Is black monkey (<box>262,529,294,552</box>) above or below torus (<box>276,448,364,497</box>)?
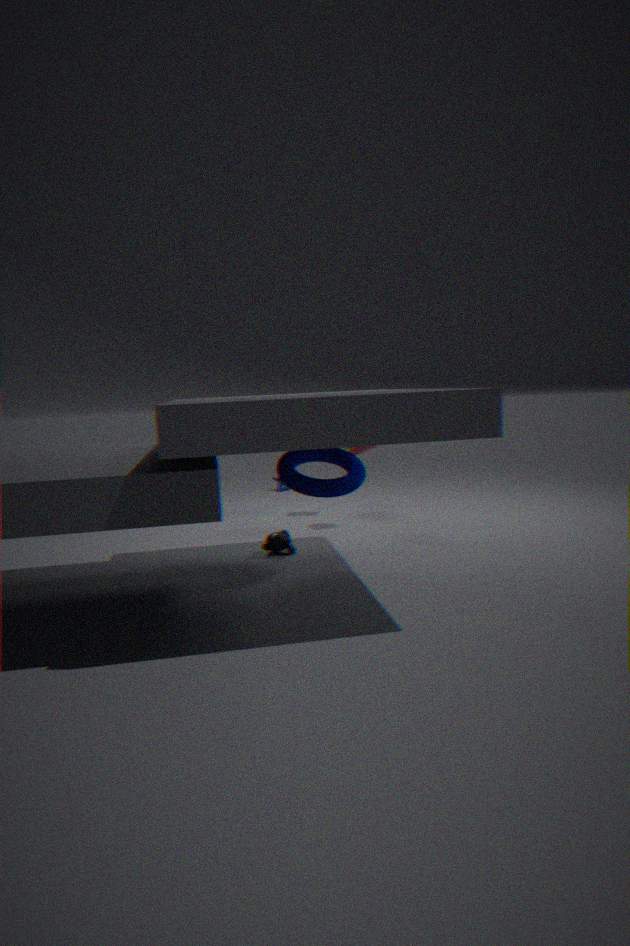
below
